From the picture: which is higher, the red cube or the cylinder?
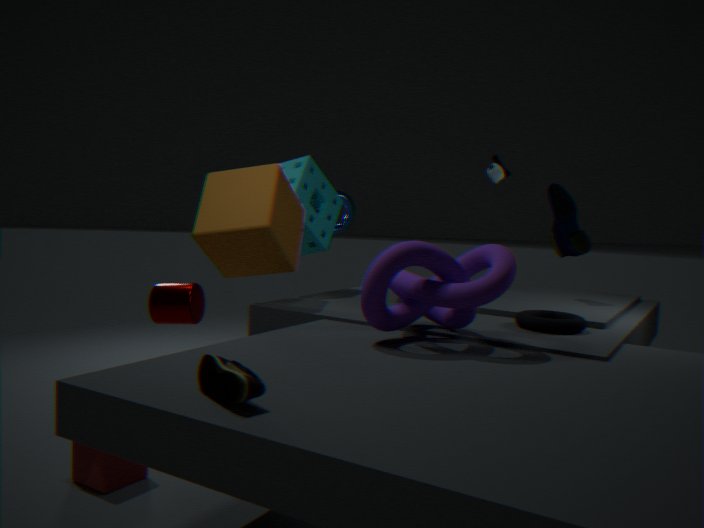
the cylinder
